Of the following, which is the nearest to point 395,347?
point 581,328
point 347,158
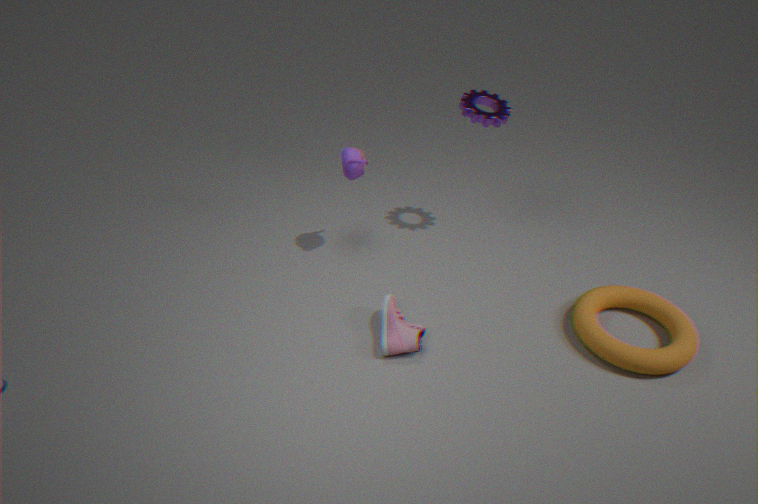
point 347,158
